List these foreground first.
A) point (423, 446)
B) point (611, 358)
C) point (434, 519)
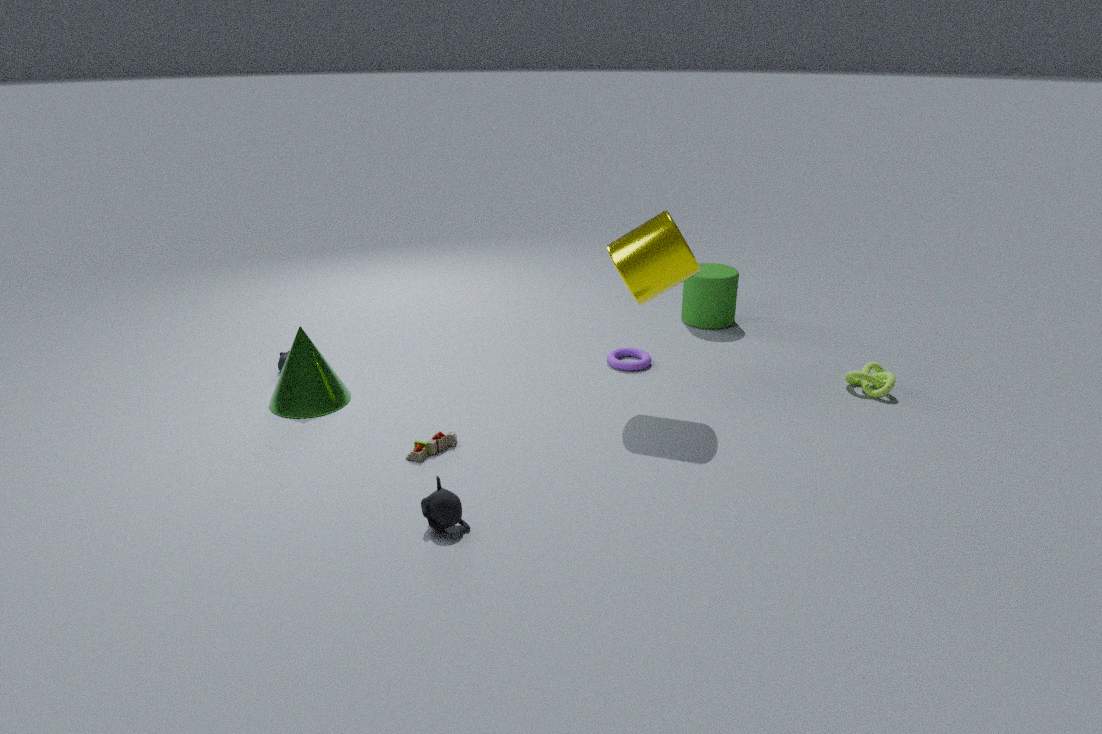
C. point (434, 519), A. point (423, 446), B. point (611, 358)
